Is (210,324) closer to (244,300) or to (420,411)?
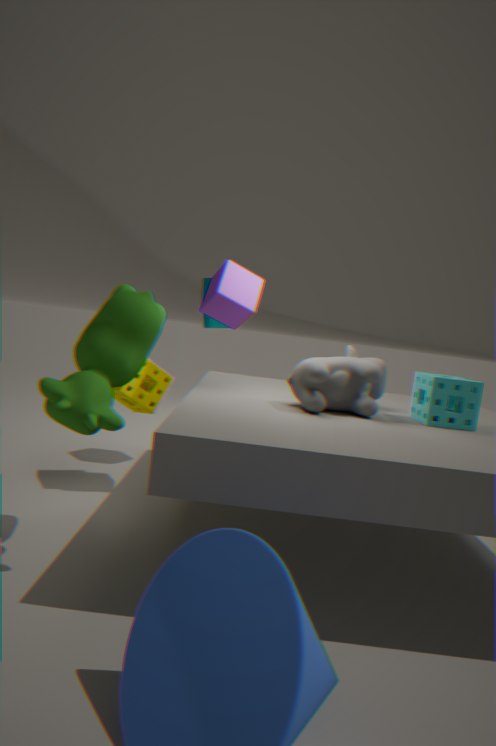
(244,300)
